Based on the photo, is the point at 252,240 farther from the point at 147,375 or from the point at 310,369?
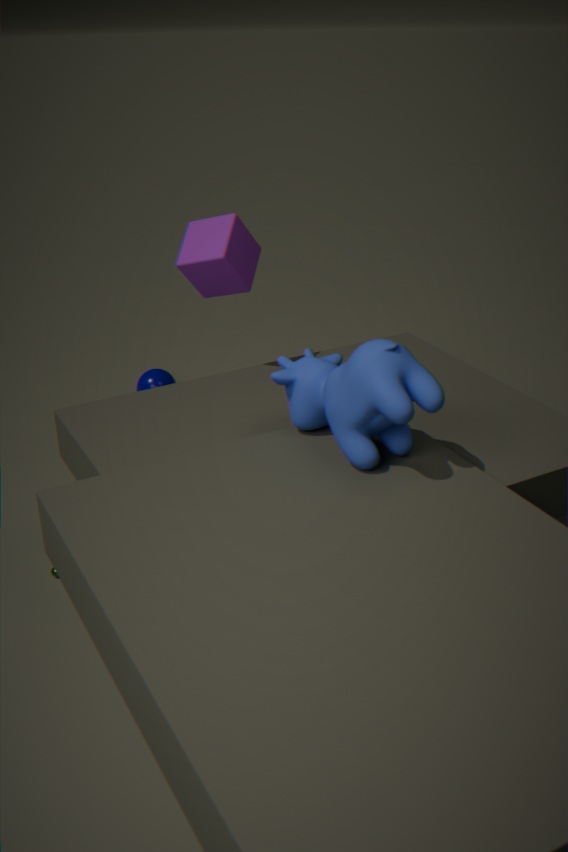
the point at 147,375
